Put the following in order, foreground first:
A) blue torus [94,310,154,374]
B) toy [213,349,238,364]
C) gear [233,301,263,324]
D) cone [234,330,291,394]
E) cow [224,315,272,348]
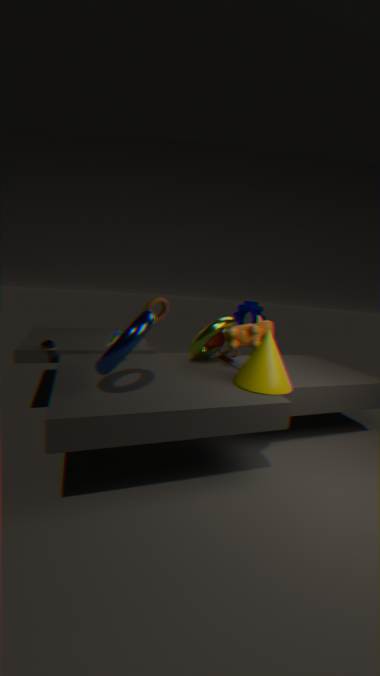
1. blue torus [94,310,154,374]
2. cone [234,330,291,394]
3. cow [224,315,272,348]
4. toy [213,349,238,364]
5. gear [233,301,263,324]
